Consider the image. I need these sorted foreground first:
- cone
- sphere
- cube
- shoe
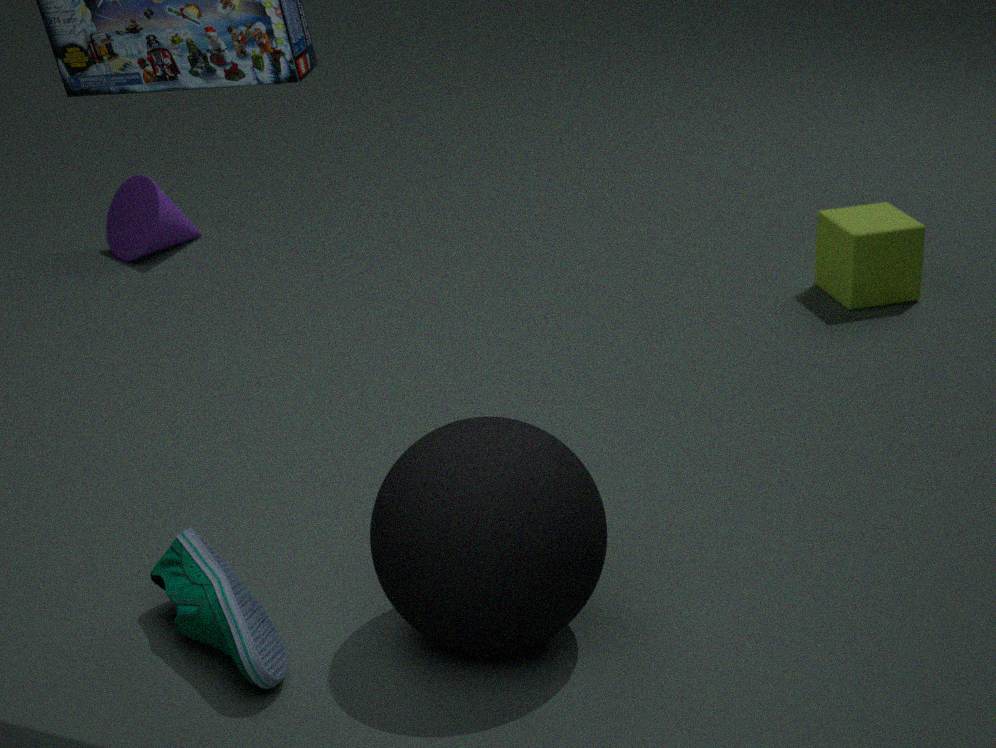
sphere, shoe, cube, cone
